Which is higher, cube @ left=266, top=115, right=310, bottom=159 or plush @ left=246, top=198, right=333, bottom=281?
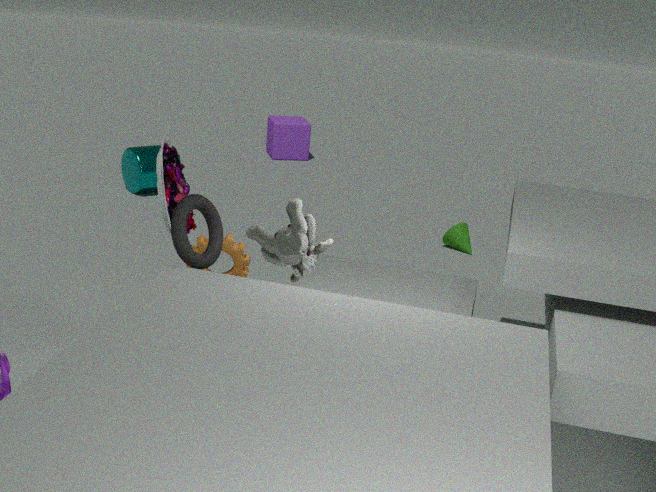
plush @ left=246, top=198, right=333, bottom=281
